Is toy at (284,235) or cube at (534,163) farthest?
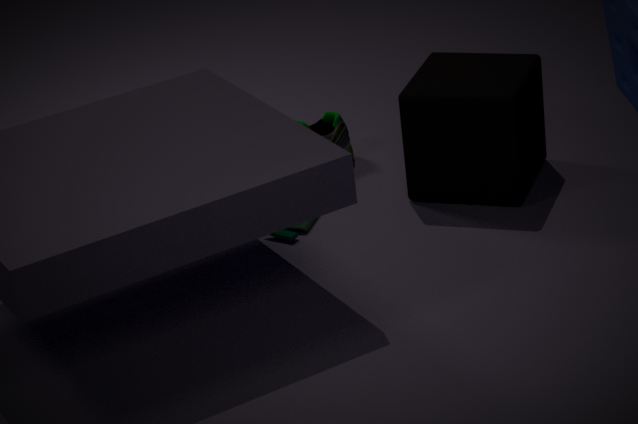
toy at (284,235)
